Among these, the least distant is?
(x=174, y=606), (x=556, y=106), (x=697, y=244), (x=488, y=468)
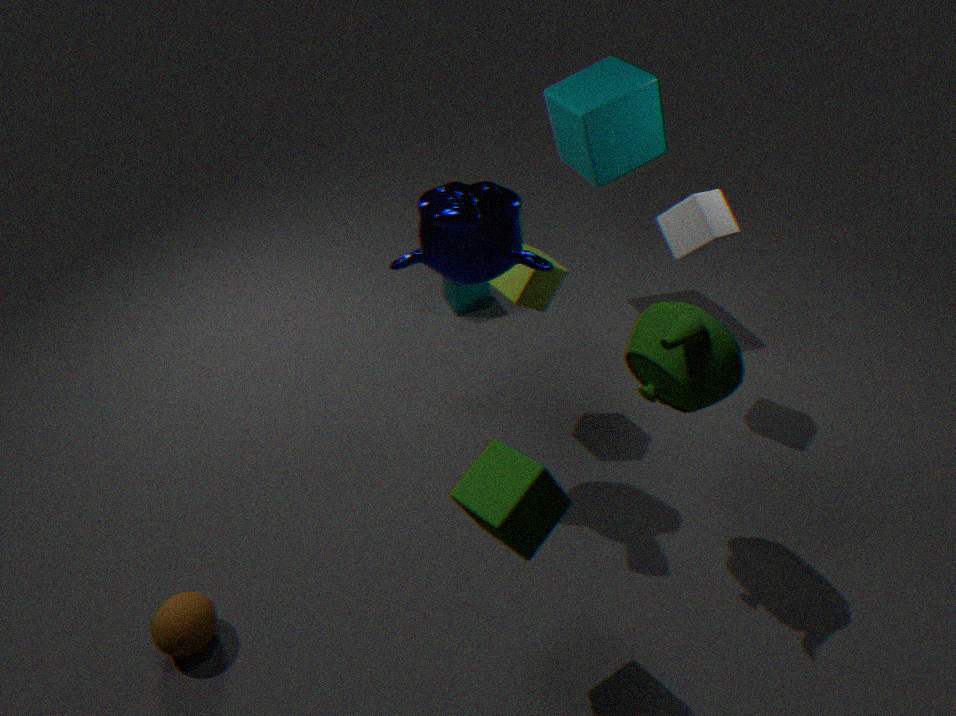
(x=488, y=468)
